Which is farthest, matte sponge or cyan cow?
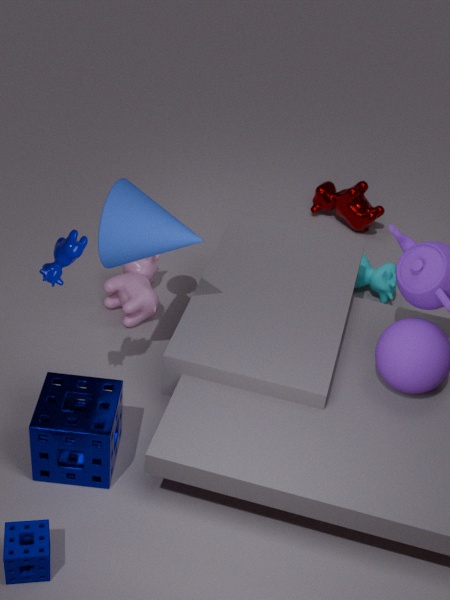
cyan cow
